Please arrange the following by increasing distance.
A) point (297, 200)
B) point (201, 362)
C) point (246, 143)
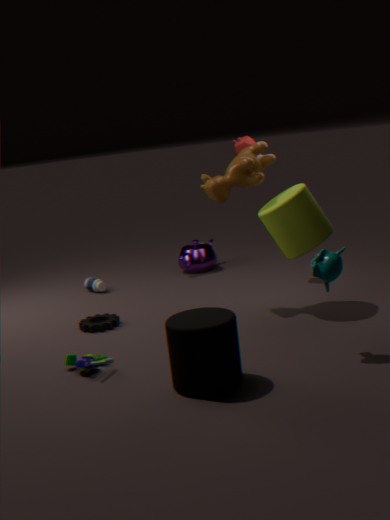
point (201, 362)
point (297, 200)
point (246, 143)
